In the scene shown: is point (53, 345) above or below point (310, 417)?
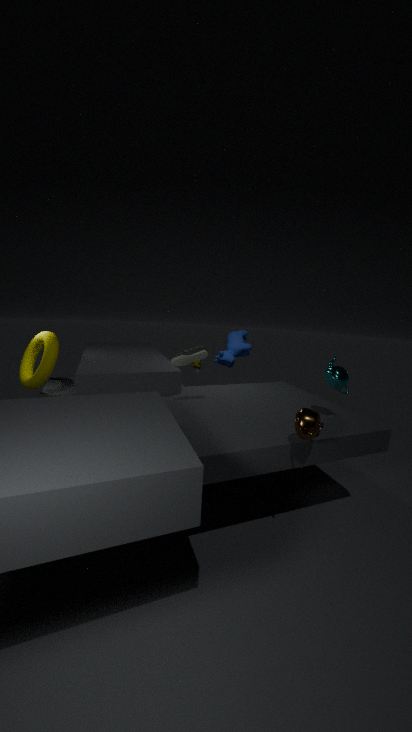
above
